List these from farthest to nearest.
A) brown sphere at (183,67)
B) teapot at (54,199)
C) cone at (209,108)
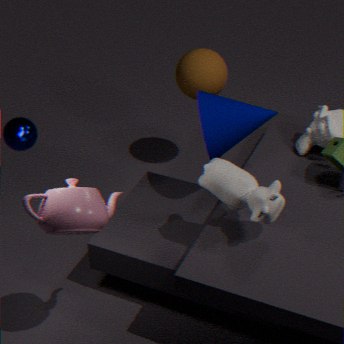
1. brown sphere at (183,67)
2. cone at (209,108)
3. teapot at (54,199)
